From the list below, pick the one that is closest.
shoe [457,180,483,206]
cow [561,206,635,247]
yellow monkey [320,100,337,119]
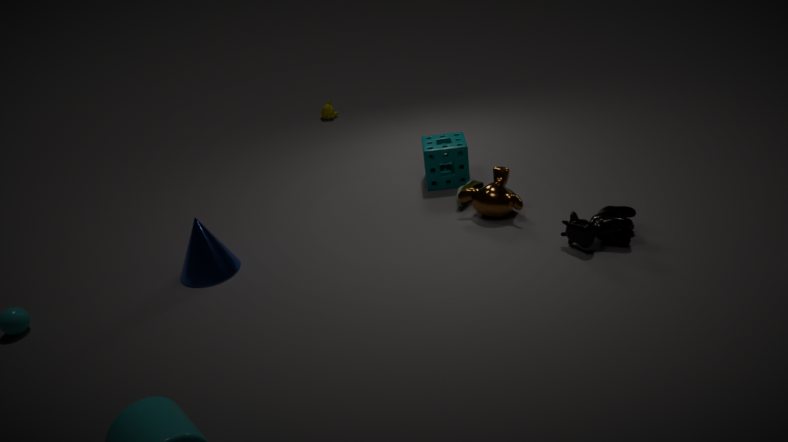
cow [561,206,635,247]
